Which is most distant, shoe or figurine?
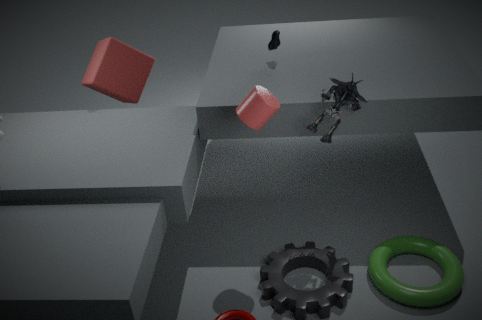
shoe
